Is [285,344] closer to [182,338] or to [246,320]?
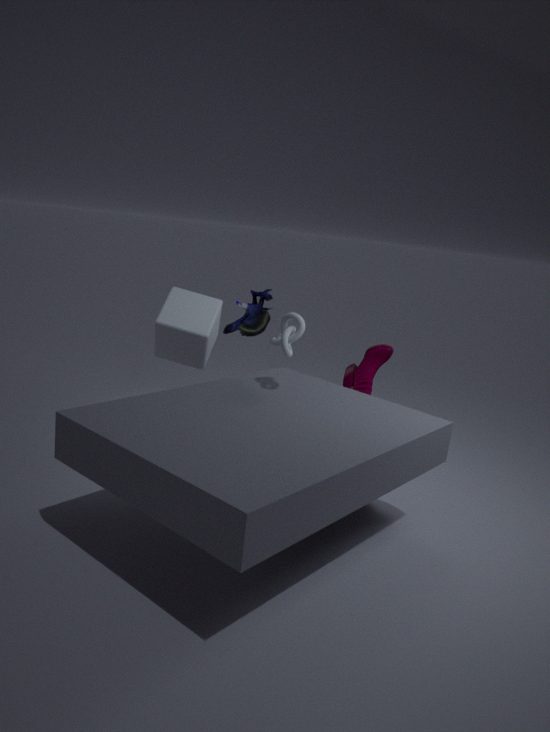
[182,338]
